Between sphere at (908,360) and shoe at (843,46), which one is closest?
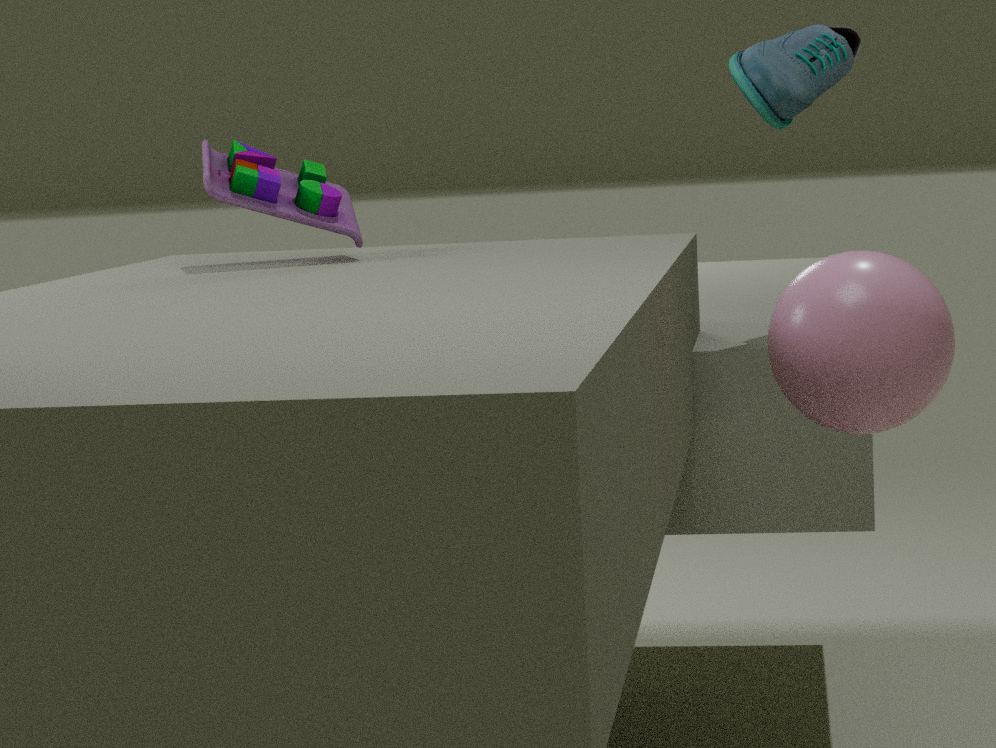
sphere at (908,360)
